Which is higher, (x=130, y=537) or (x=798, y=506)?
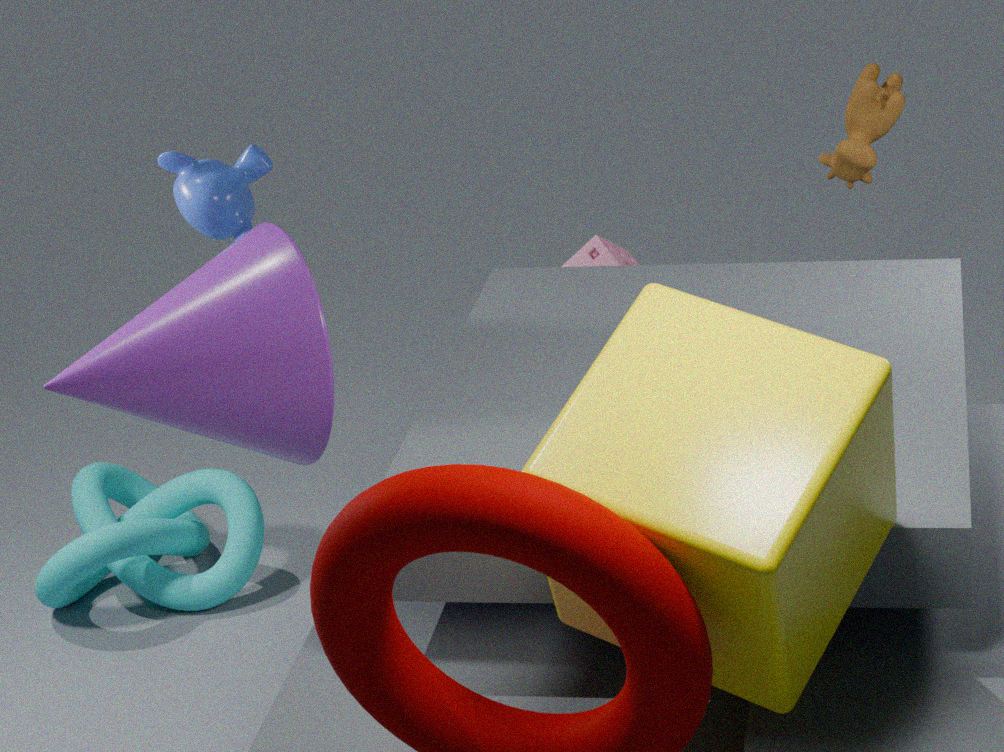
(x=798, y=506)
